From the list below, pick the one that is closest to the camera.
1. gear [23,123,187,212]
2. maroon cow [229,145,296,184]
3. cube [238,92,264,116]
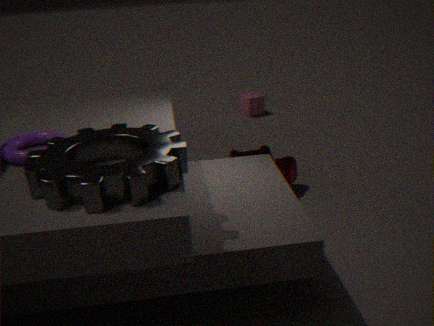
gear [23,123,187,212]
